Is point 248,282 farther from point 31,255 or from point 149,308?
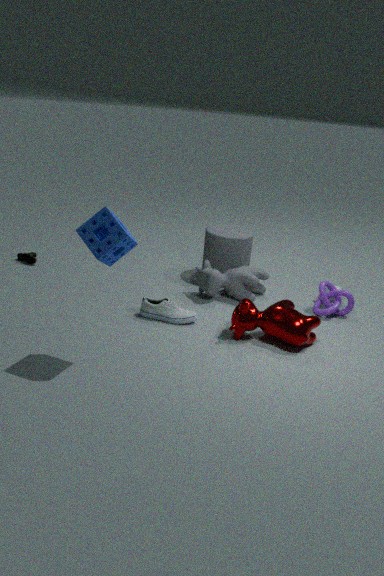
point 31,255
